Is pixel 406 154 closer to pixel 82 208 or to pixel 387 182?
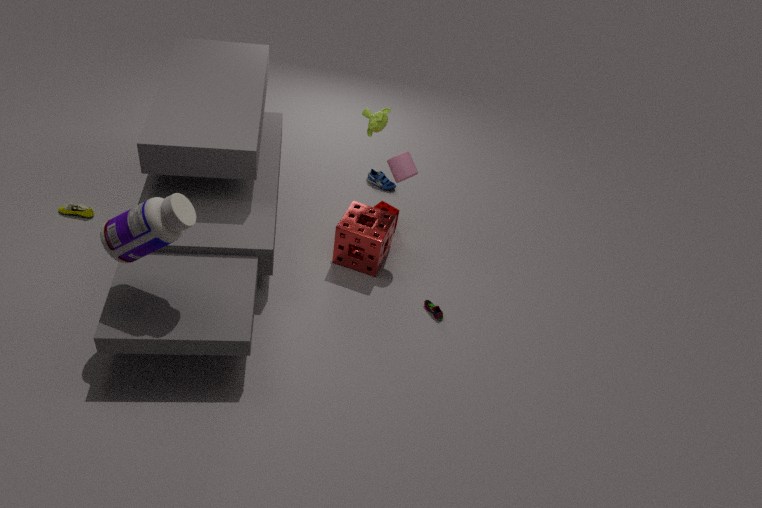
pixel 387 182
